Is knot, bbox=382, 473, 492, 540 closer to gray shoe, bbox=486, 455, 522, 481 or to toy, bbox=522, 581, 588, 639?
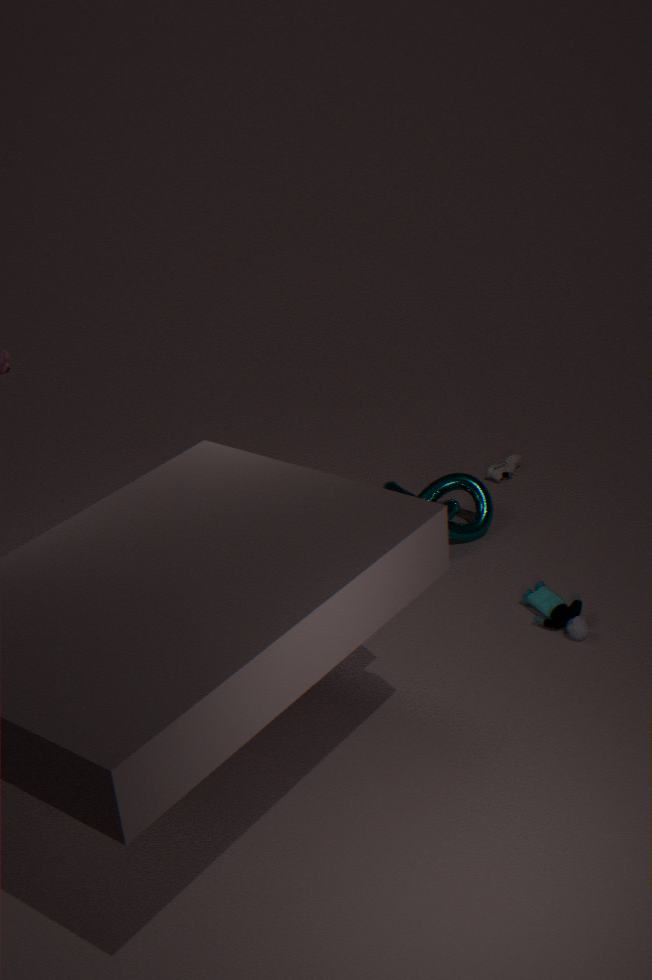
gray shoe, bbox=486, 455, 522, 481
